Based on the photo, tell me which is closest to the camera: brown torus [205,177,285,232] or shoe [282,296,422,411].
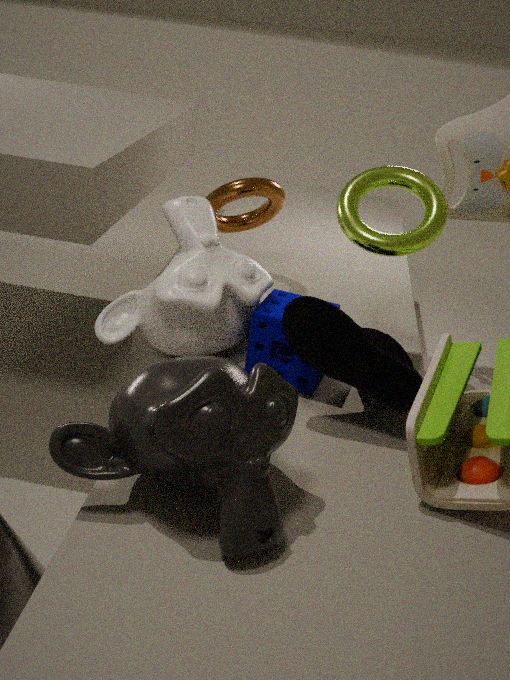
shoe [282,296,422,411]
